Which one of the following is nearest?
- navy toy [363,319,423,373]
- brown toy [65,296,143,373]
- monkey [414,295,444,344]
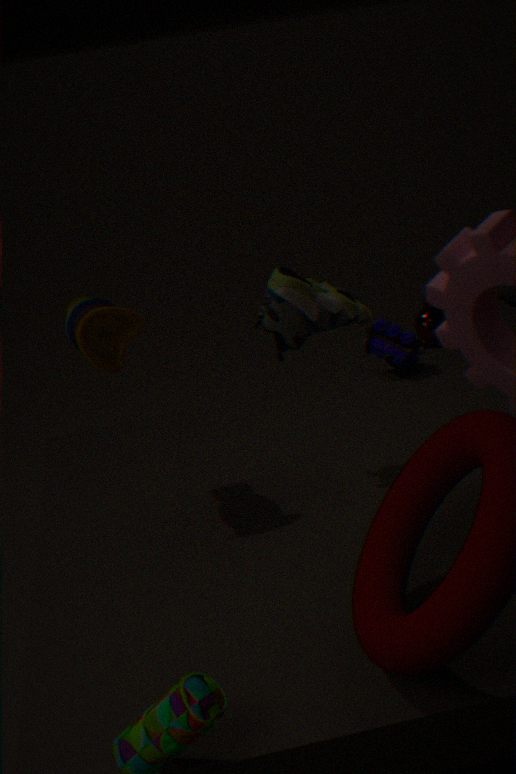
brown toy [65,296,143,373]
